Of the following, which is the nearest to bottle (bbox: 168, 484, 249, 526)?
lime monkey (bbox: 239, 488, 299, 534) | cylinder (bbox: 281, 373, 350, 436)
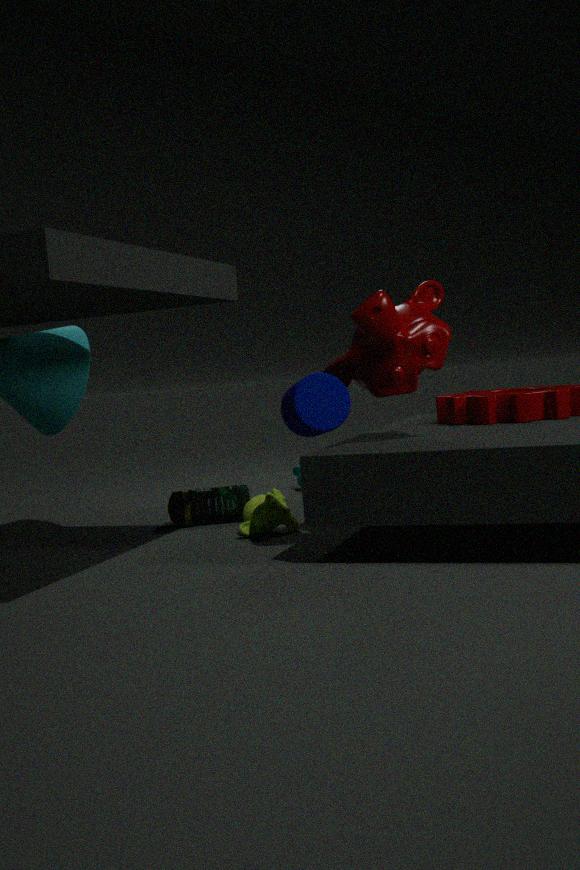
lime monkey (bbox: 239, 488, 299, 534)
